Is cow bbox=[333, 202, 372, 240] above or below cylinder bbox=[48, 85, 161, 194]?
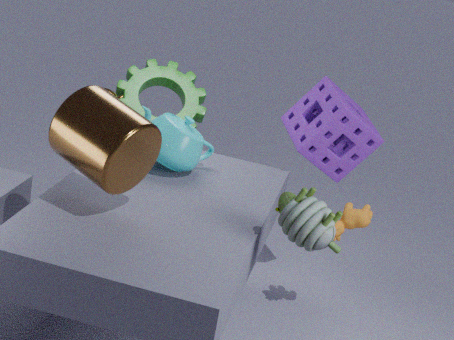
below
